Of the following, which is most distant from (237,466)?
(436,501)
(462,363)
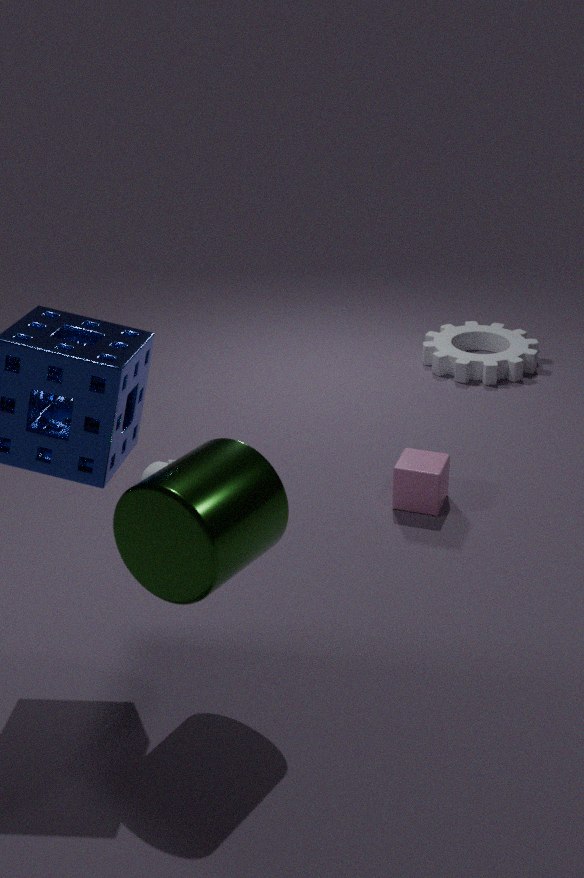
(462,363)
